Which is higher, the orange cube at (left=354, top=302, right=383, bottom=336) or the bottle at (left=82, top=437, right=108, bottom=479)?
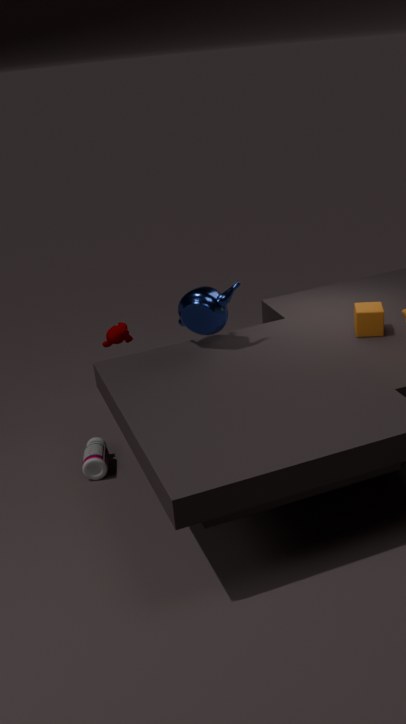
the orange cube at (left=354, top=302, right=383, bottom=336)
